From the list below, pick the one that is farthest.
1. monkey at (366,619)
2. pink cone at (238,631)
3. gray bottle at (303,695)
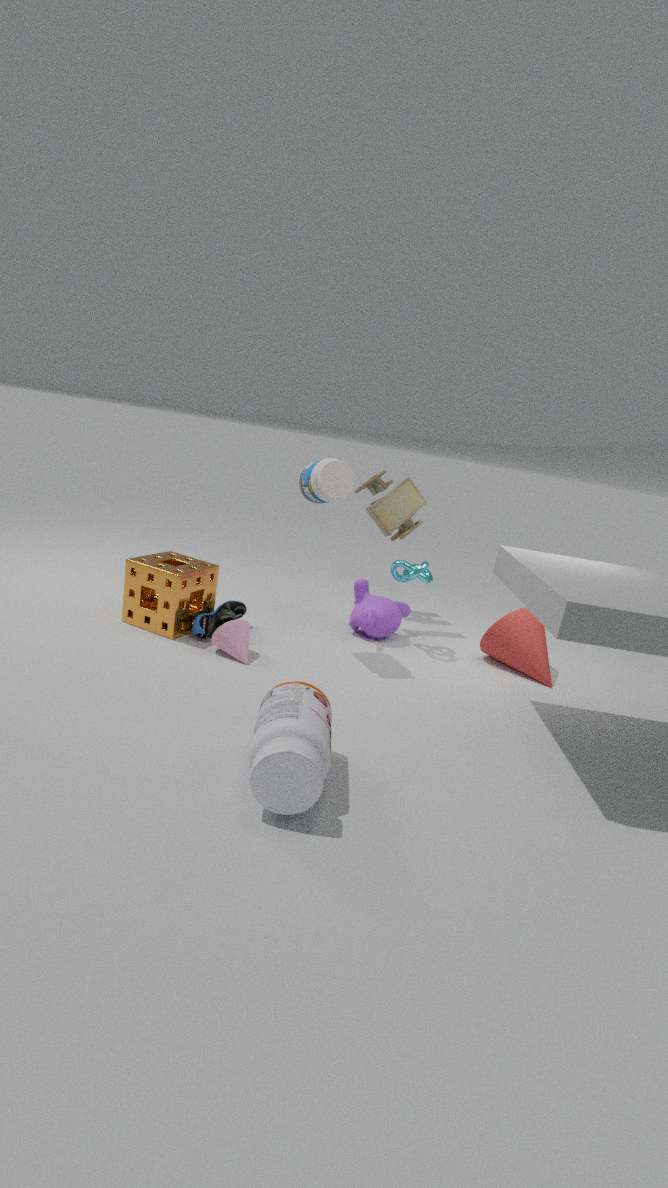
monkey at (366,619)
